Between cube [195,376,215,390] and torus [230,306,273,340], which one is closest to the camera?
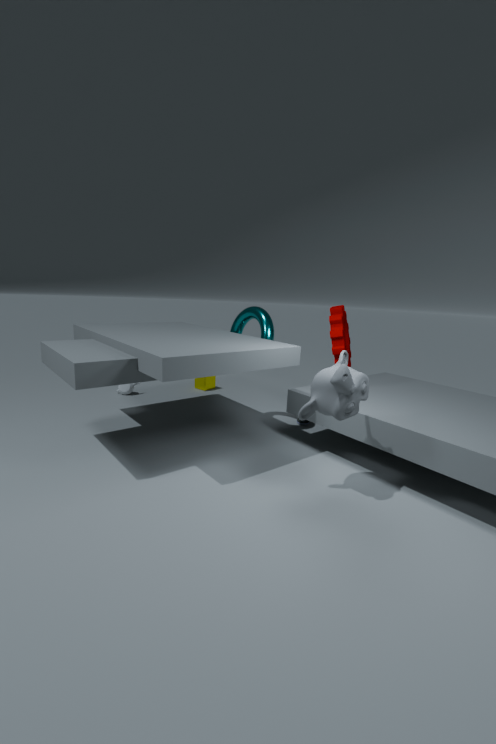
torus [230,306,273,340]
